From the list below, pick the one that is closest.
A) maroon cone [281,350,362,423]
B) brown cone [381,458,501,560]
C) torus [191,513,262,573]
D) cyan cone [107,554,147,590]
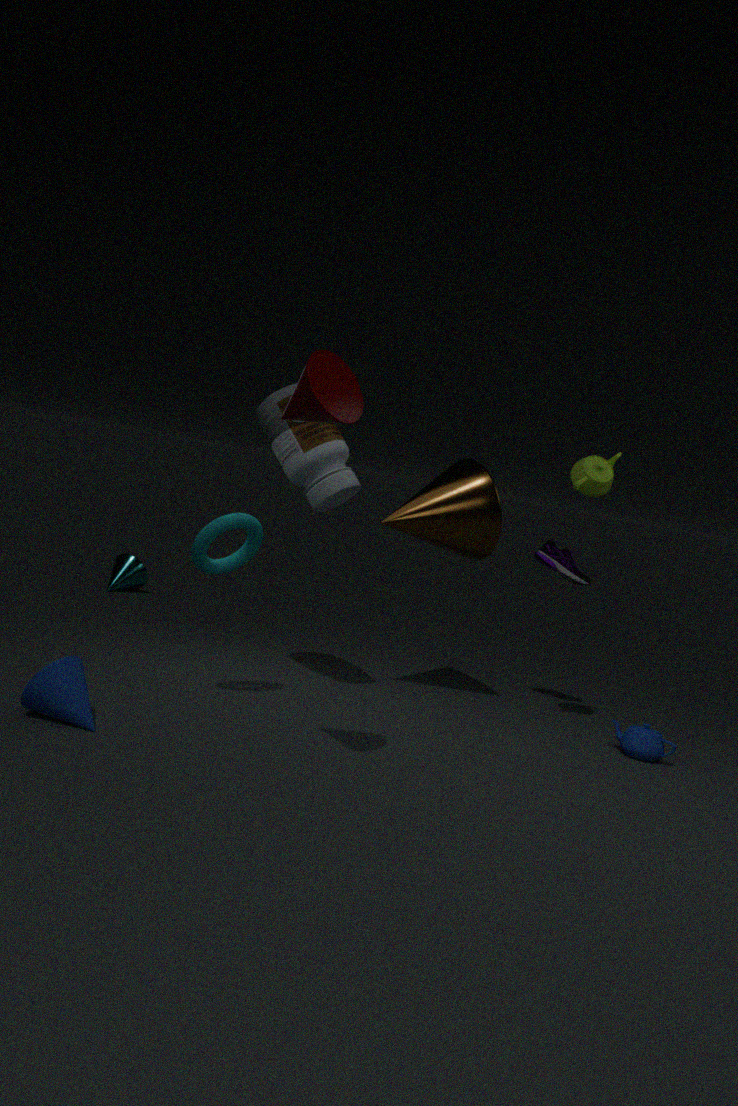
maroon cone [281,350,362,423]
